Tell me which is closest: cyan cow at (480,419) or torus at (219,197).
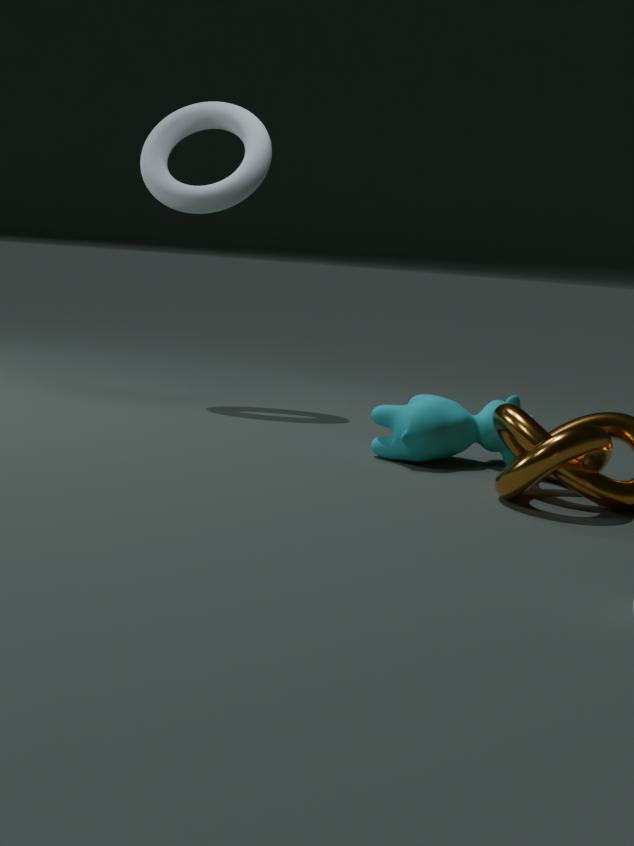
cyan cow at (480,419)
